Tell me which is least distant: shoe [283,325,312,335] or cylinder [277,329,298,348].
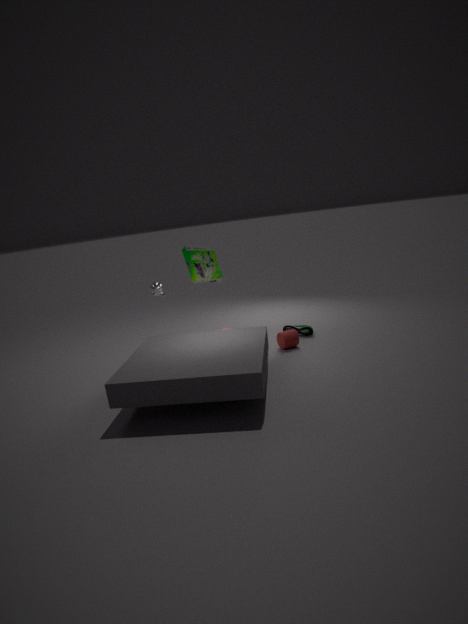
cylinder [277,329,298,348]
